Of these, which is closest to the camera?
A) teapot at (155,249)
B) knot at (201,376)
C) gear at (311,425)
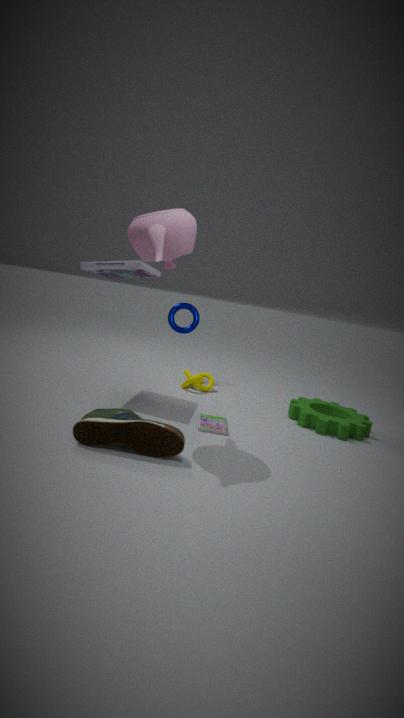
teapot at (155,249)
